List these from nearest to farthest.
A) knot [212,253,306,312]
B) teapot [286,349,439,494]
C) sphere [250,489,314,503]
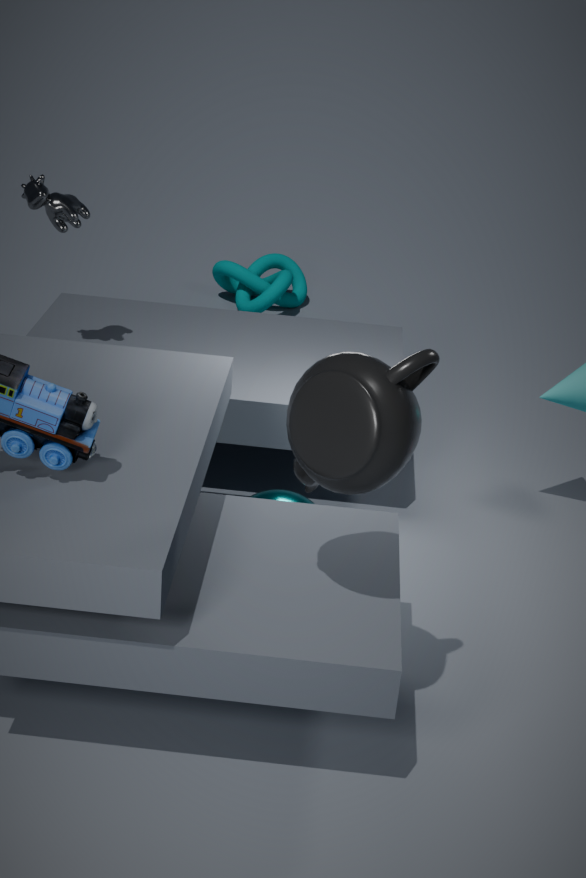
teapot [286,349,439,494] < sphere [250,489,314,503] < knot [212,253,306,312]
